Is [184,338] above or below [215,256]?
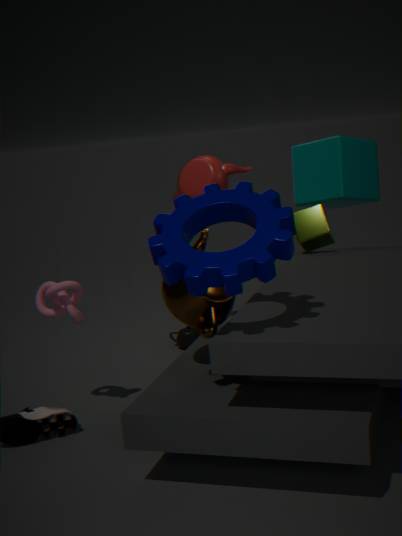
below
